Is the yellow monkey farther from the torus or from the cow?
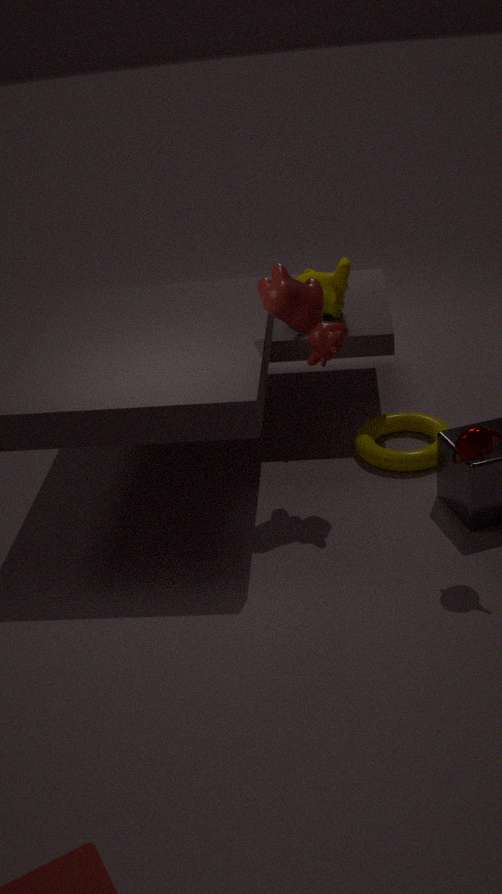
the torus
